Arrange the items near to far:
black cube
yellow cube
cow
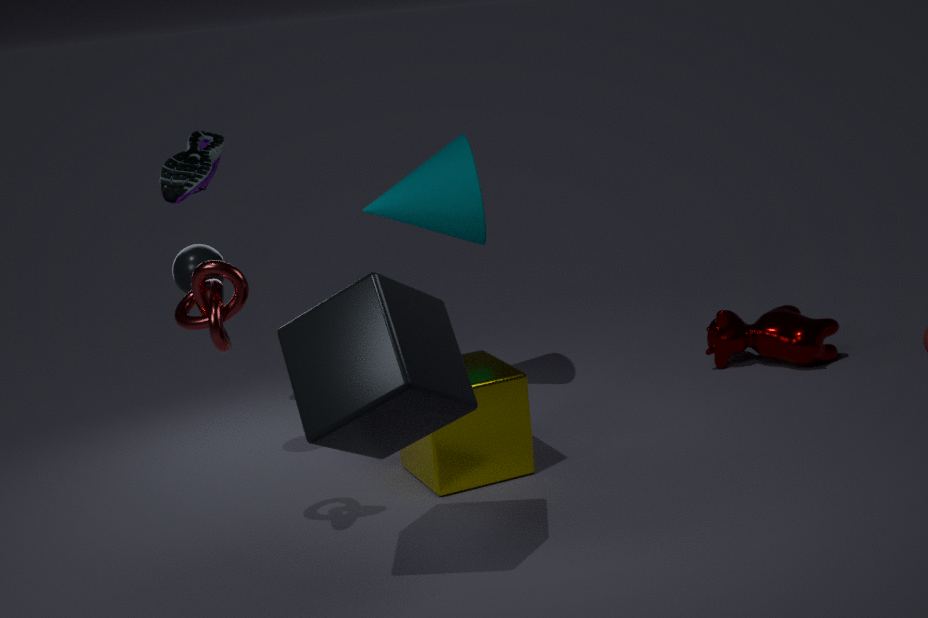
black cube
yellow cube
cow
